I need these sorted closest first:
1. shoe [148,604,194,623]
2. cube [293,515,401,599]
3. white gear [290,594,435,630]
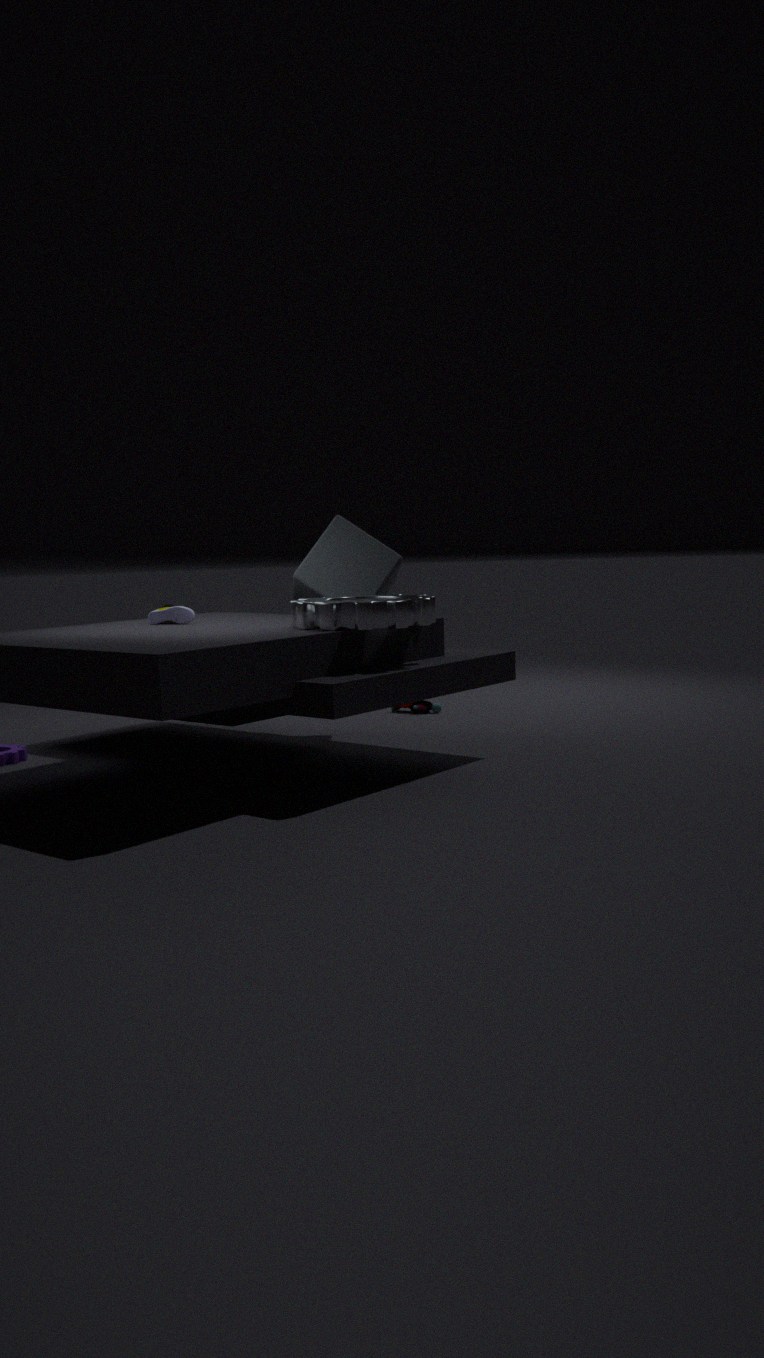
white gear [290,594,435,630] < shoe [148,604,194,623] < cube [293,515,401,599]
